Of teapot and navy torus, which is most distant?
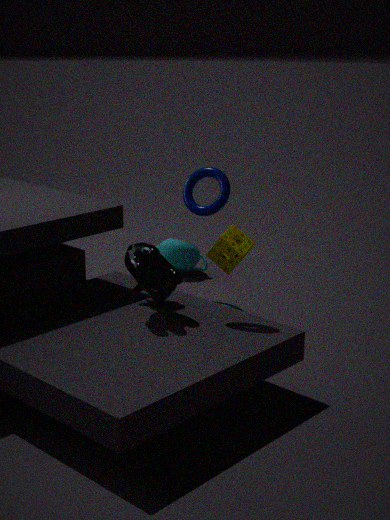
teapot
